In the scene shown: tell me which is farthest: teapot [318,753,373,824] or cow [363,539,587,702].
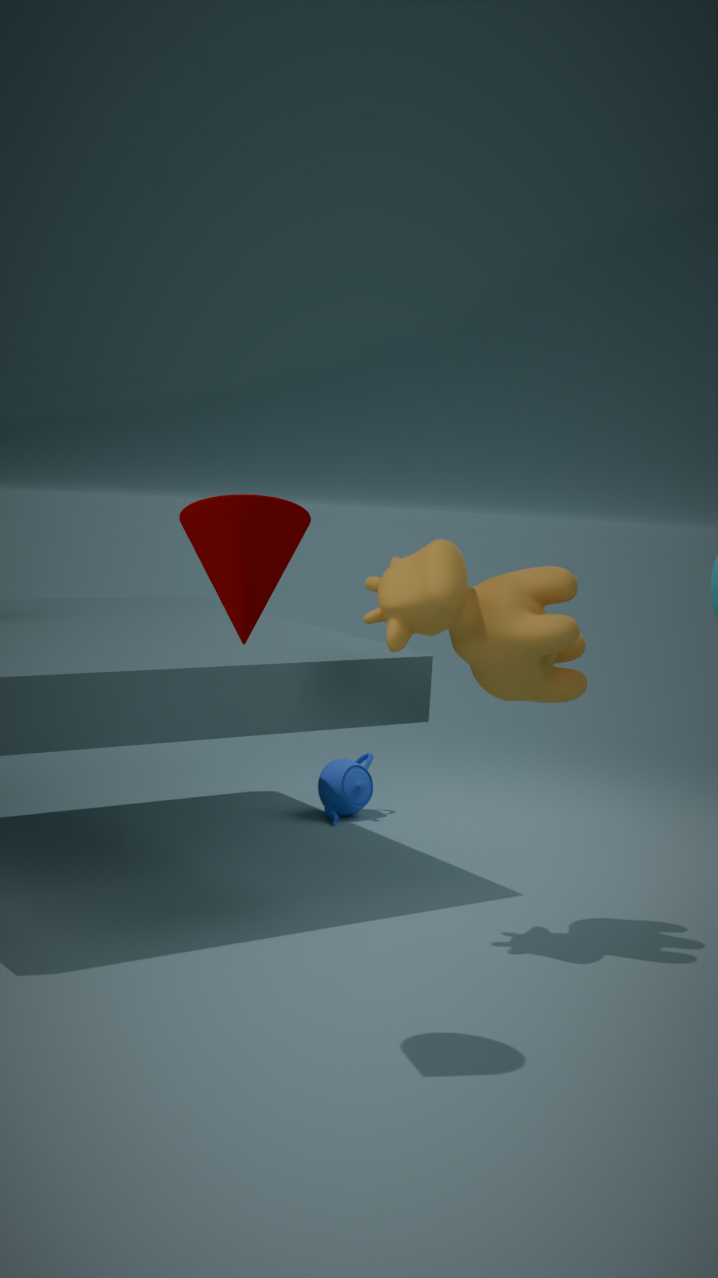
teapot [318,753,373,824]
